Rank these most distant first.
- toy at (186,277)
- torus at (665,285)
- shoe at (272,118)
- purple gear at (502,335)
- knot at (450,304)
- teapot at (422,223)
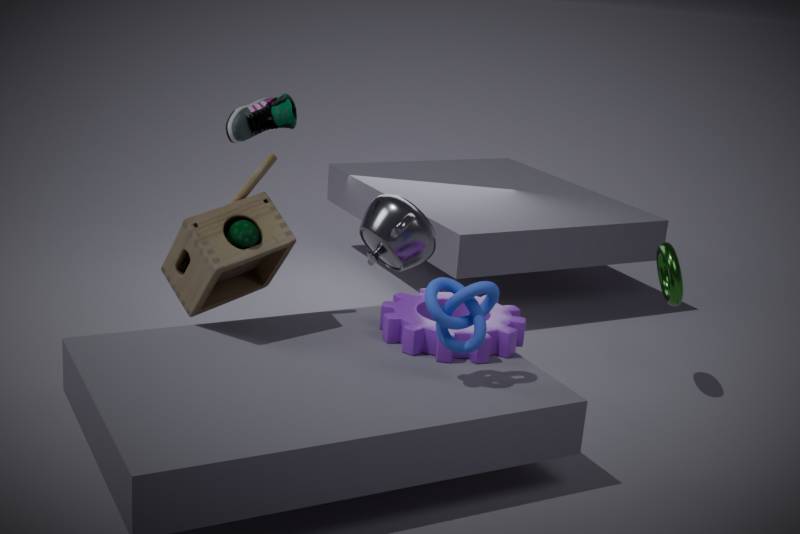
shoe at (272,118)
torus at (665,285)
teapot at (422,223)
purple gear at (502,335)
toy at (186,277)
knot at (450,304)
